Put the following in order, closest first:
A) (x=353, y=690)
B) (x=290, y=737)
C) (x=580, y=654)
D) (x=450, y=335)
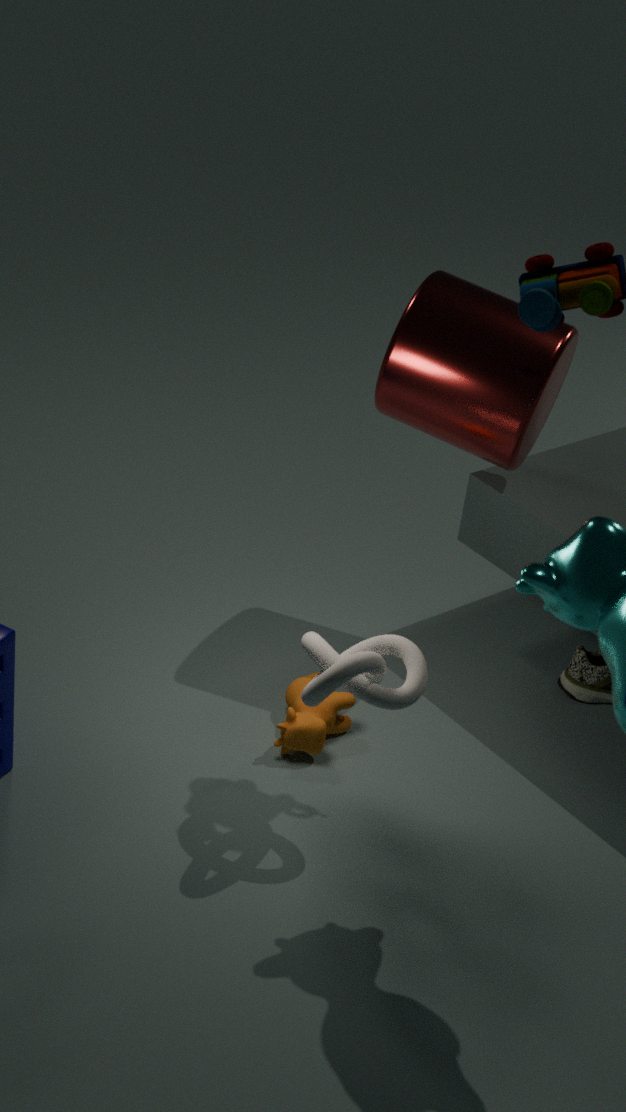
(x=353, y=690)
(x=290, y=737)
(x=450, y=335)
(x=580, y=654)
